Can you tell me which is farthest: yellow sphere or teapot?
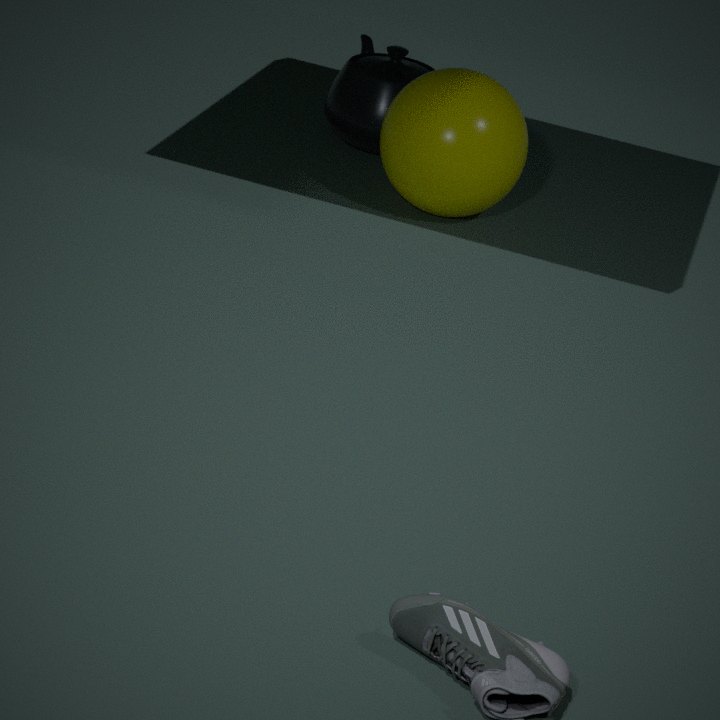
teapot
